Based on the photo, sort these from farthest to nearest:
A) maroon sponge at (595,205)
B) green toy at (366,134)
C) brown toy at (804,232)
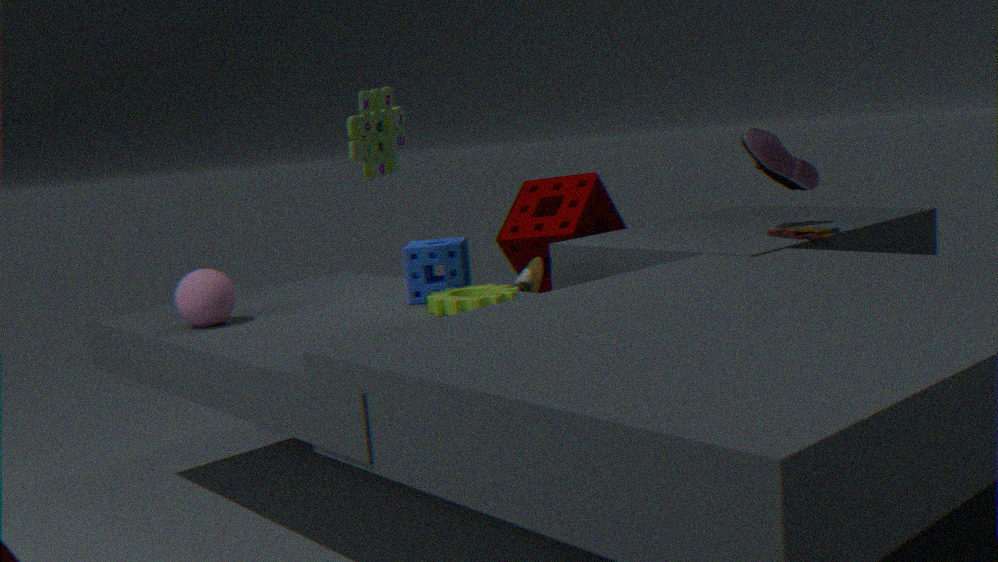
1. maroon sponge at (595,205)
2. brown toy at (804,232)
3. green toy at (366,134)
